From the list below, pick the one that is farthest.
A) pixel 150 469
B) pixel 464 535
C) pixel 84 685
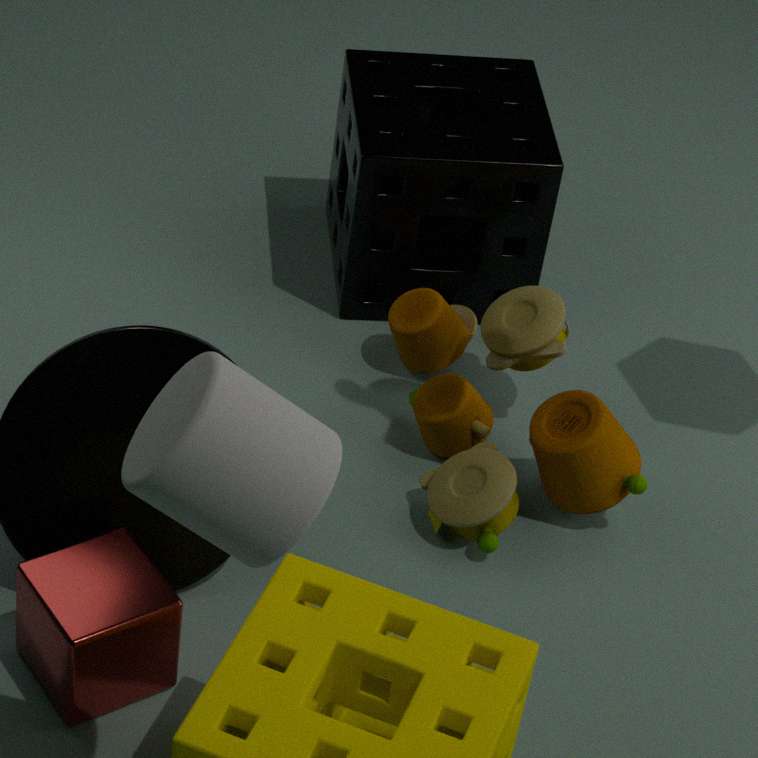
pixel 464 535
